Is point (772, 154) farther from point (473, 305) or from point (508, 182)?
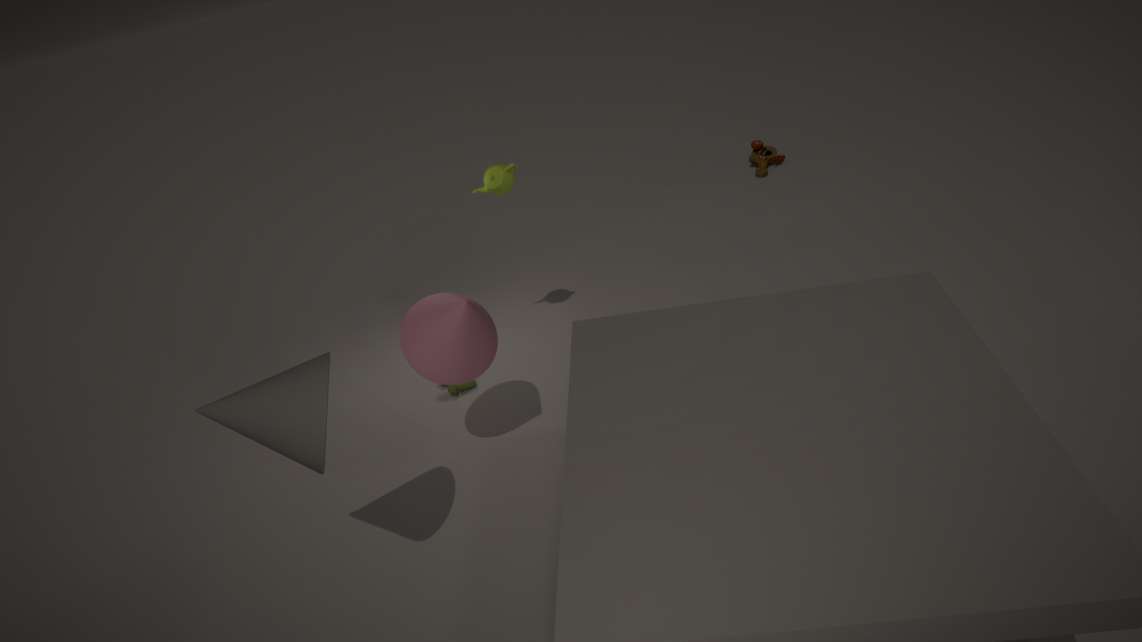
point (473, 305)
